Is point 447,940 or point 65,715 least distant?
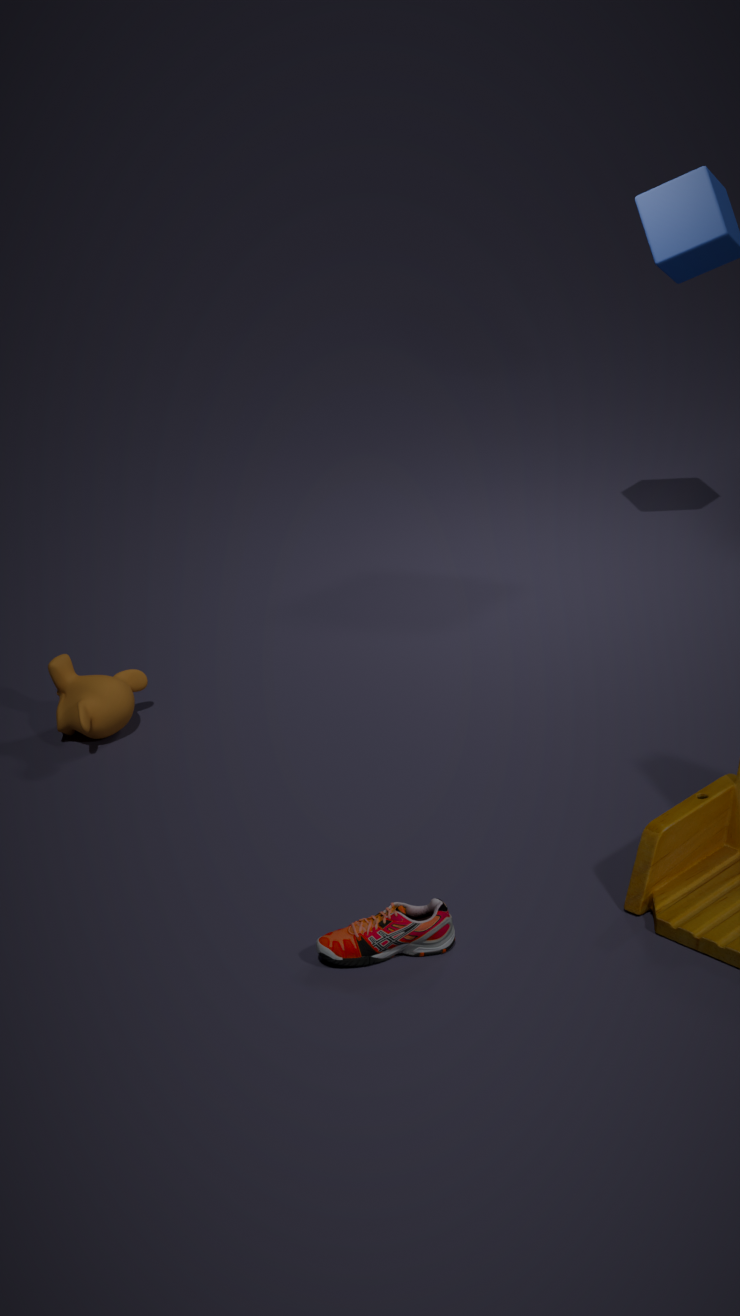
point 447,940
